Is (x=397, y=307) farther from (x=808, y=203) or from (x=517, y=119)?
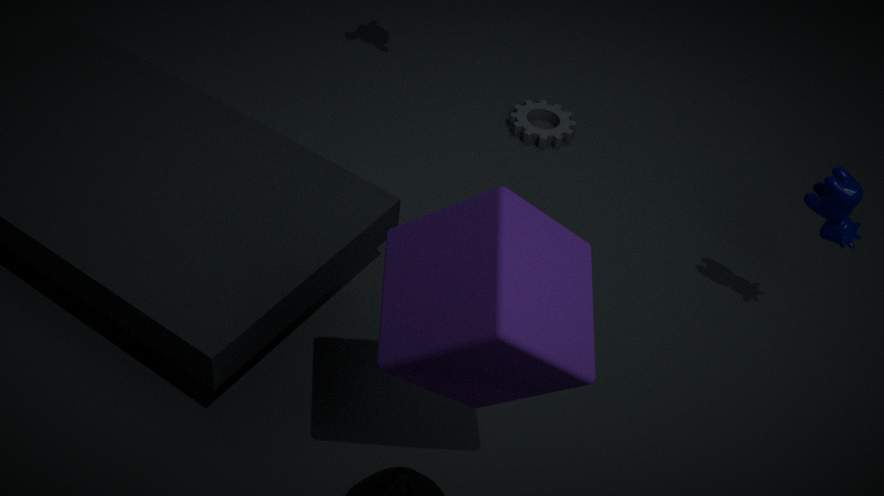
(x=517, y=119)
